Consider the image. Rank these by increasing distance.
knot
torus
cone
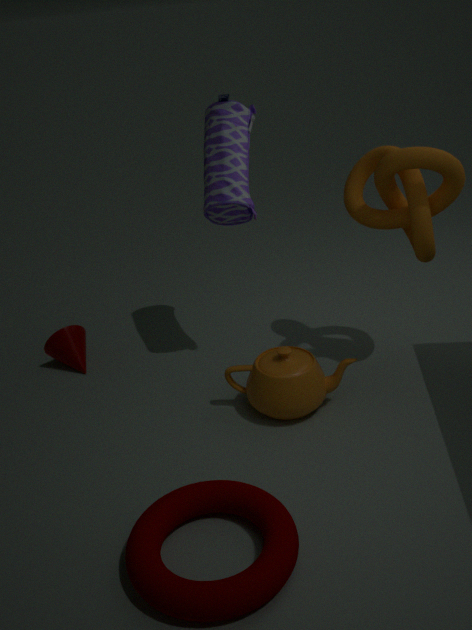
torus
knot
cone
